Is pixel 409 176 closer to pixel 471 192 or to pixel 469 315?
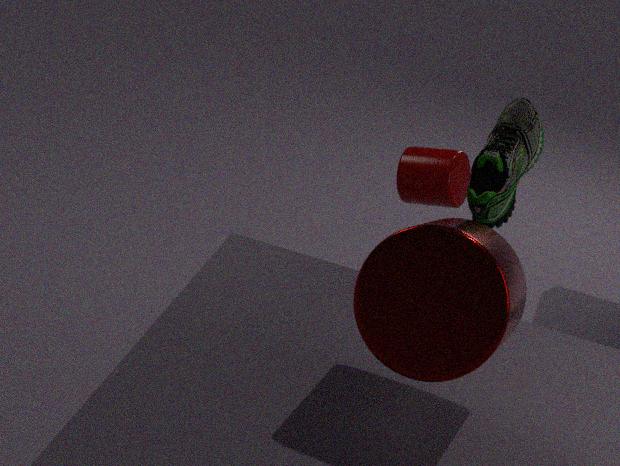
pixel 471 192
